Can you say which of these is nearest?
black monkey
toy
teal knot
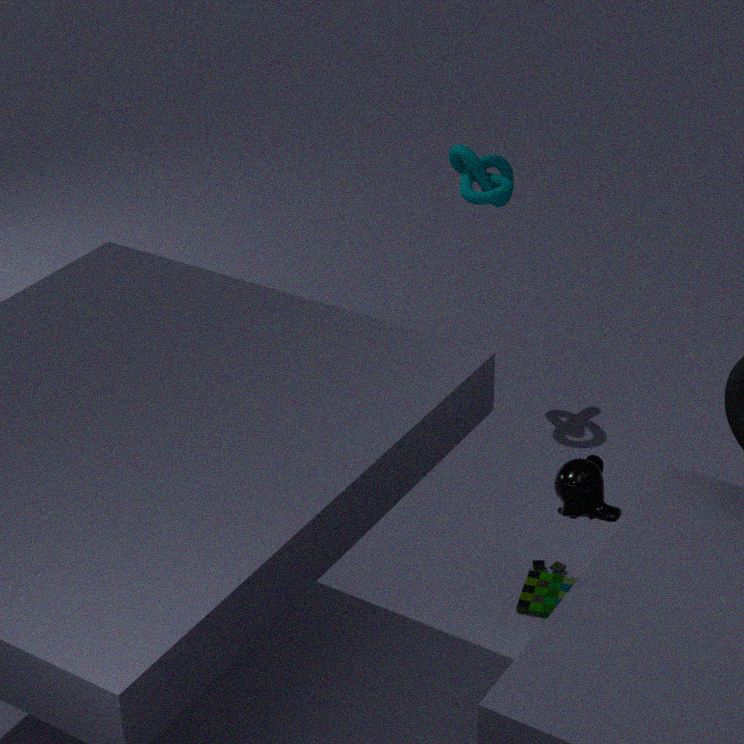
black monkey
